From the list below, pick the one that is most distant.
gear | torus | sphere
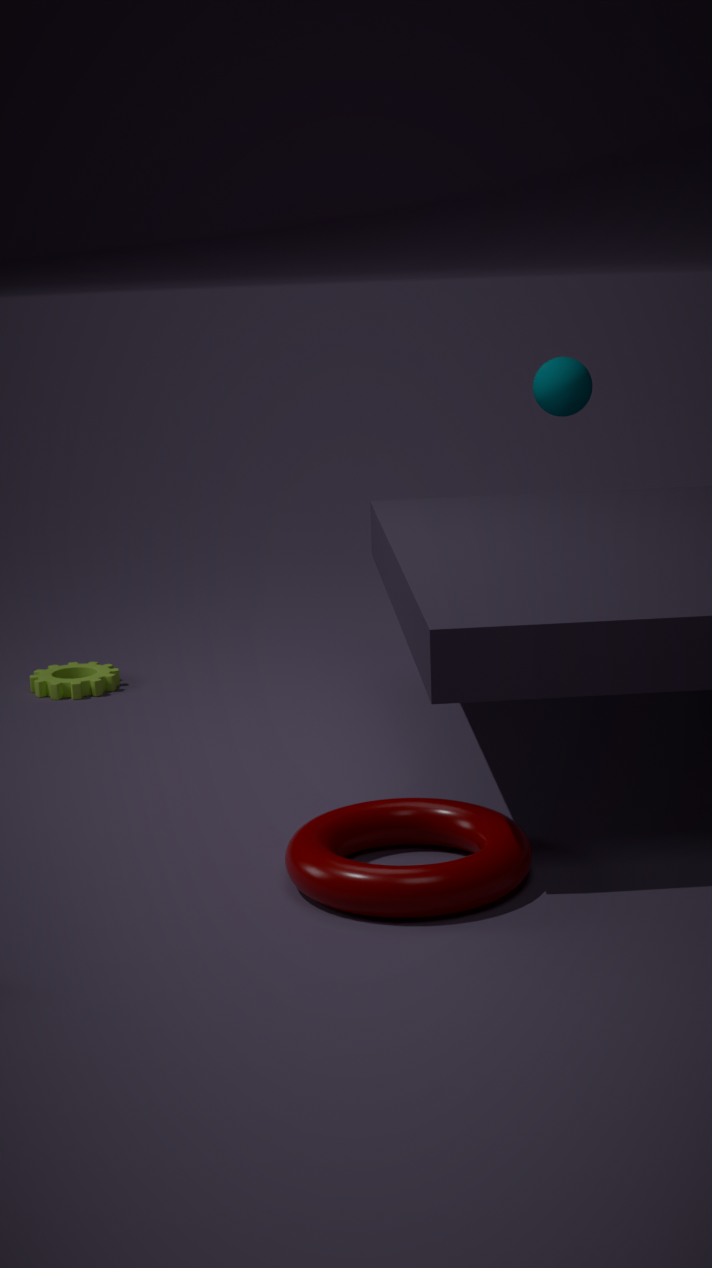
gear
